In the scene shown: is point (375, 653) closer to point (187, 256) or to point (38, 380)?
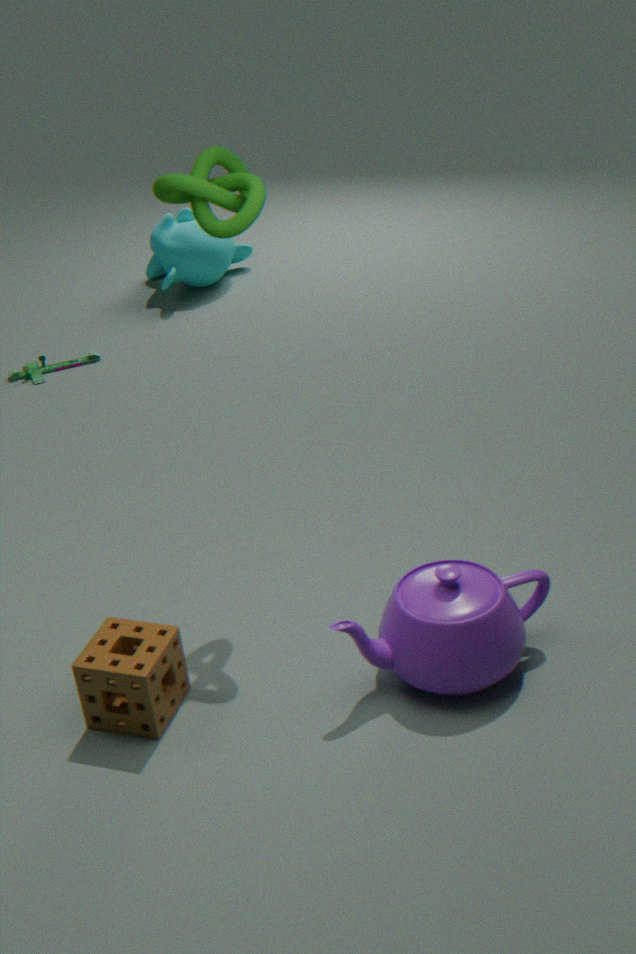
point (38, 380)
